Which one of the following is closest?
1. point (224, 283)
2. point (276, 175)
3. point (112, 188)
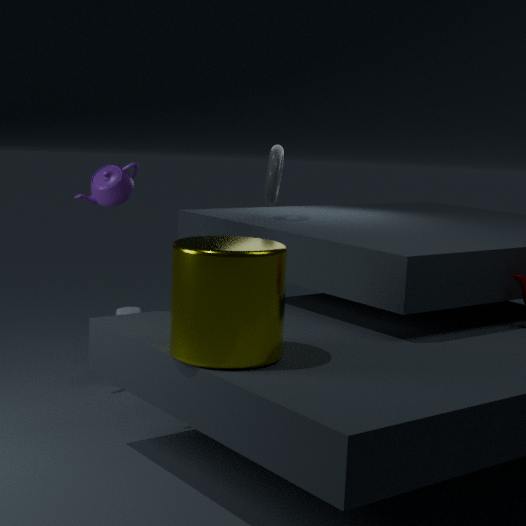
point (224, 283)
